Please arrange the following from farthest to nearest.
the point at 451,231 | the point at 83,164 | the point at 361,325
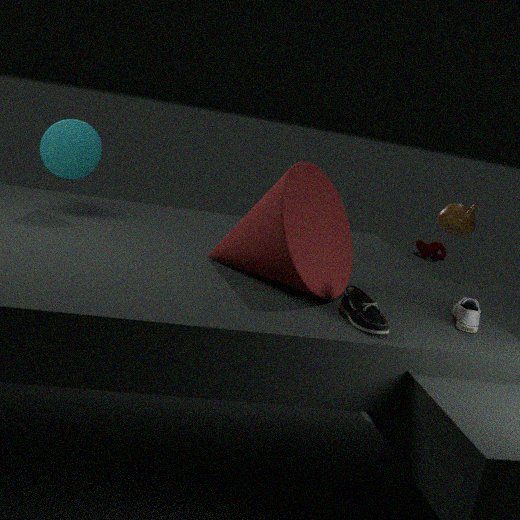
the point at 451,231 < the point at 83,164 < the point at 361,325
